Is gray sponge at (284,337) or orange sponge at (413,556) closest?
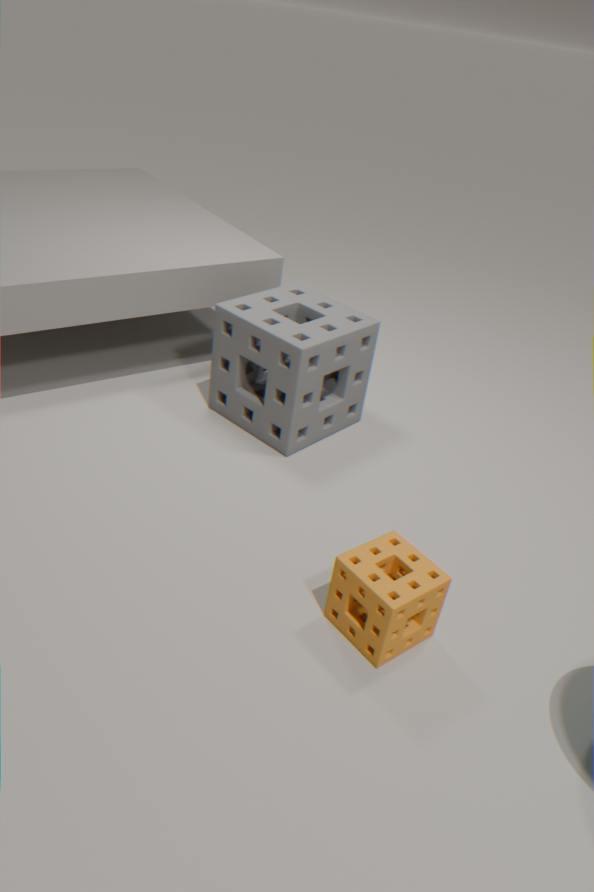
orange sponge at (413,556)
